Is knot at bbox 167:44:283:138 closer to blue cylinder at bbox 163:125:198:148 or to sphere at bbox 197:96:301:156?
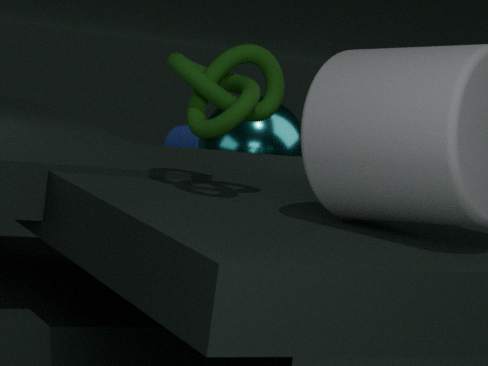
sphere at bbox 197:96:301:156
